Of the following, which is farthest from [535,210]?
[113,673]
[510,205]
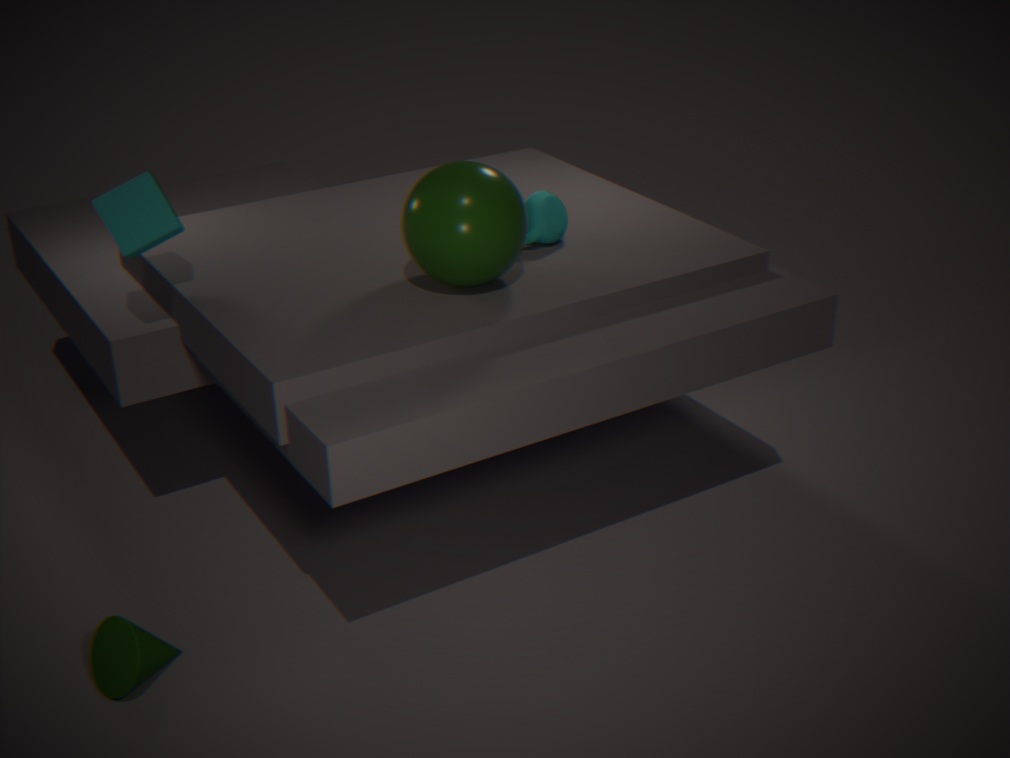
[113,673]
